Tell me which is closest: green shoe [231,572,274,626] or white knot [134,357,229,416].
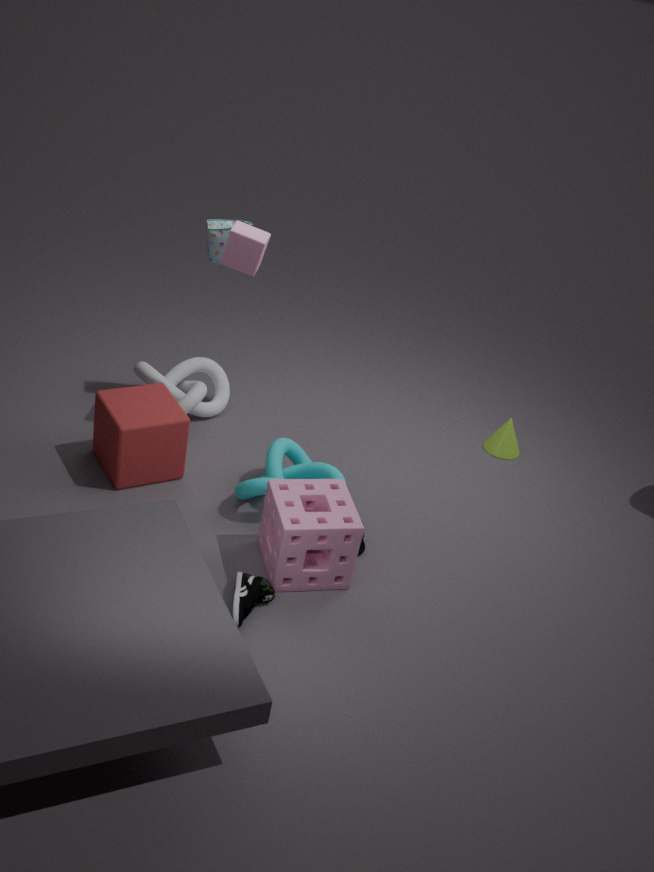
green shoe [231,572,274,626]
